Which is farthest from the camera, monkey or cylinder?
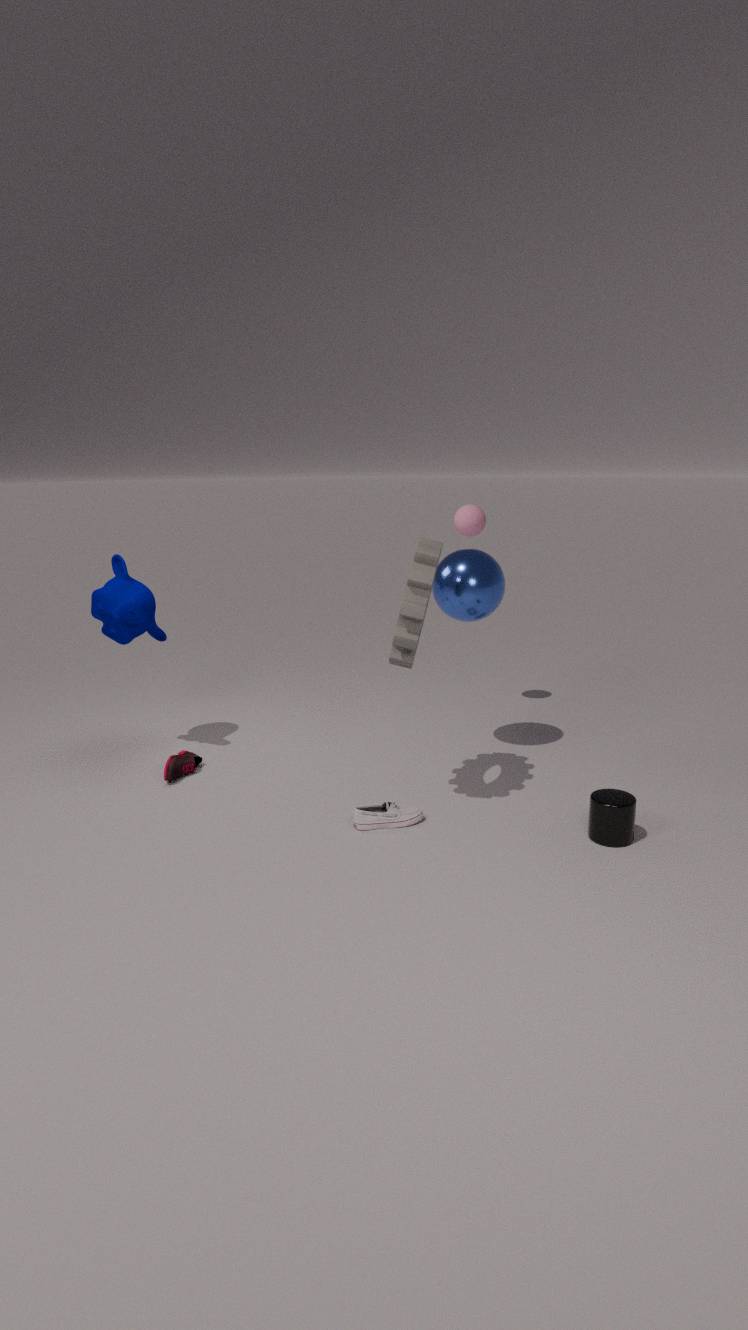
monkey
